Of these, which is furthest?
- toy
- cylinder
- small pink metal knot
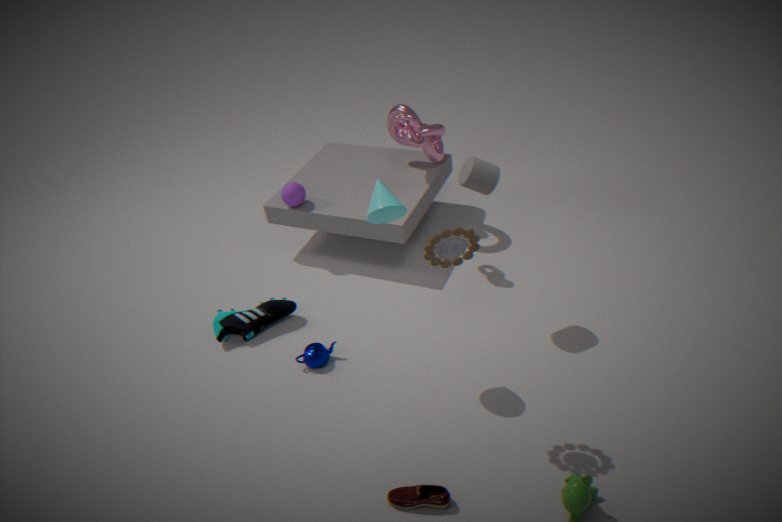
small pink metal knot
